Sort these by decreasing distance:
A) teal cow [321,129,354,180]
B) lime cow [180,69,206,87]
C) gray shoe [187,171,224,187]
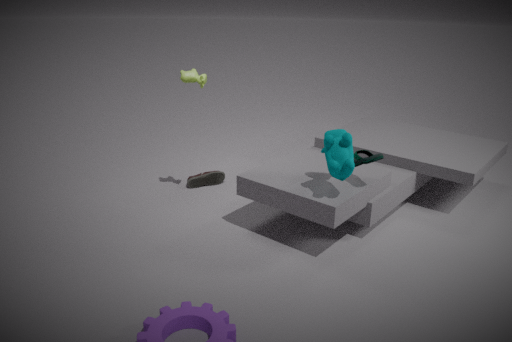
1. C. gray shoe [187,171,224,187]
2. B. lime cow [180,69,206,87]
3. A. teal cow [321,129,354,180]
